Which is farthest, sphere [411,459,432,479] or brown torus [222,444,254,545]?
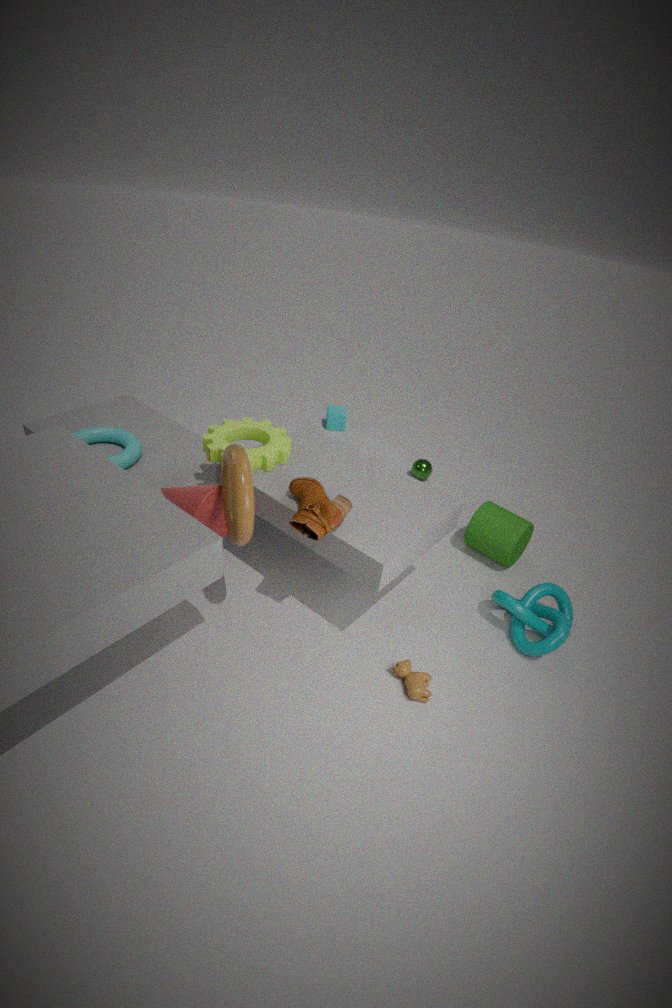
sphere [411,459,432,479]
